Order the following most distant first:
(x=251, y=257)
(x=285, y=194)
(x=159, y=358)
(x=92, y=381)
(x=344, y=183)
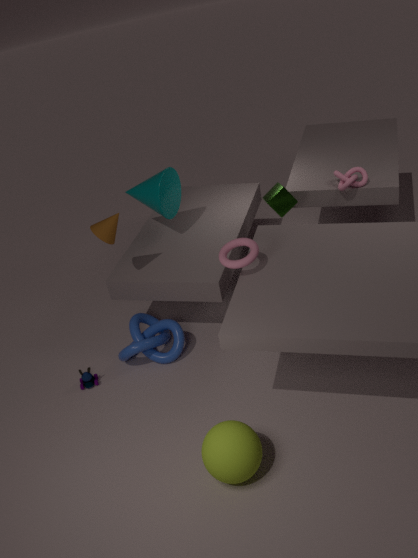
(x=344, y=183) < (x=285, y=194) < (x=159, y=358) < (x=92, y=381) < (x=251, y=257)
